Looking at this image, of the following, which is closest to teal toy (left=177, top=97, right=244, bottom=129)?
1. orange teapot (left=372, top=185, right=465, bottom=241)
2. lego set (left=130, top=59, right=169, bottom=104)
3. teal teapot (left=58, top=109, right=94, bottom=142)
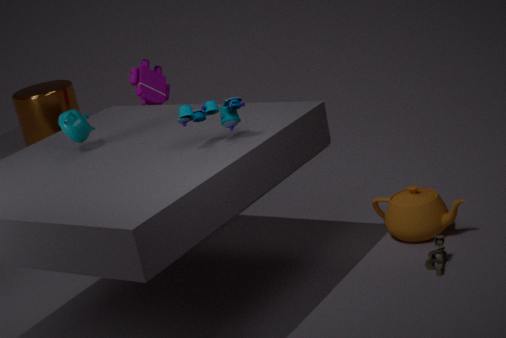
teal teapot (left=58, top=109, right=94, bottom=142)
